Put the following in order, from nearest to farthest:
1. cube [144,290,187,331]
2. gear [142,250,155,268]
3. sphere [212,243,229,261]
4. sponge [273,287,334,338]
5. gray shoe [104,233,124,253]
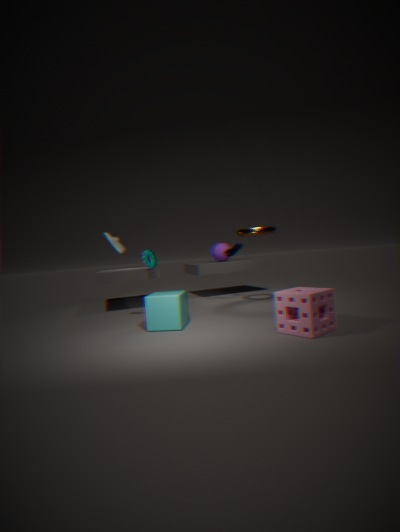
sponge [273,287,334,338] → cube [144,290,187,331] → gray shoe [104,233,124,253] → gear [142,250,155,268] → sphere [212,243,229,261]
